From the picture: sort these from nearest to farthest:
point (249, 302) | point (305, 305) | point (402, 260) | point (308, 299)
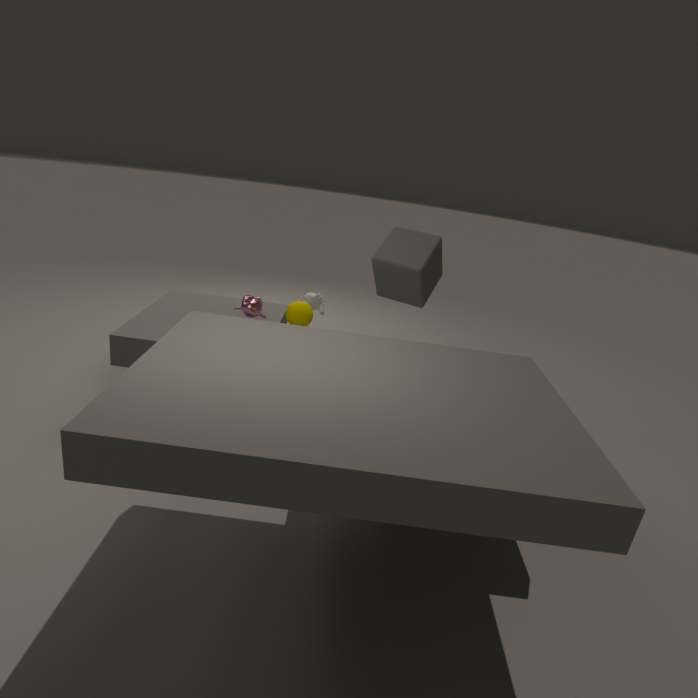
point (402, 260) → point (305, 305) → point (249, 302) → point (308, 299)
